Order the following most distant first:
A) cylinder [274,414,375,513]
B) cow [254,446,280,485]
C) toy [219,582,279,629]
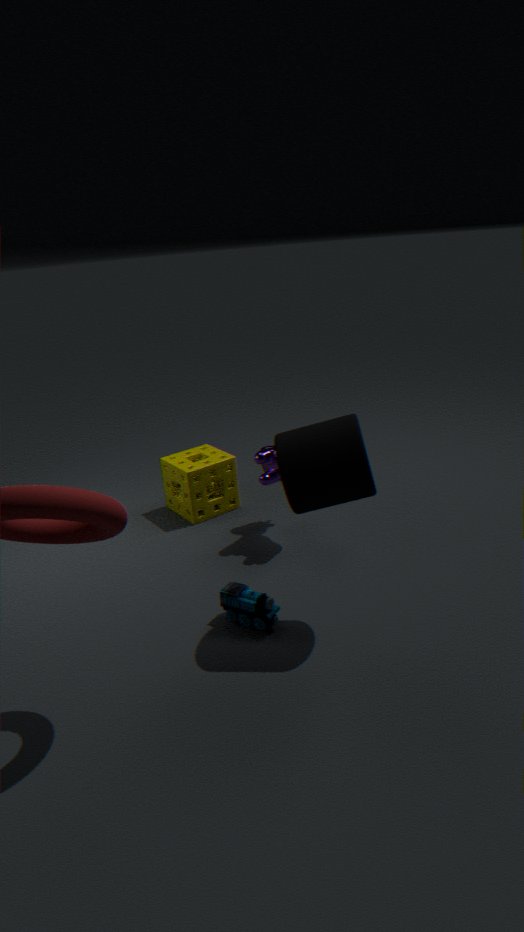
1. cow [254,446,280,485]
2. toy [219,582,279,629]
3. cylinder [274,414,375,513]
